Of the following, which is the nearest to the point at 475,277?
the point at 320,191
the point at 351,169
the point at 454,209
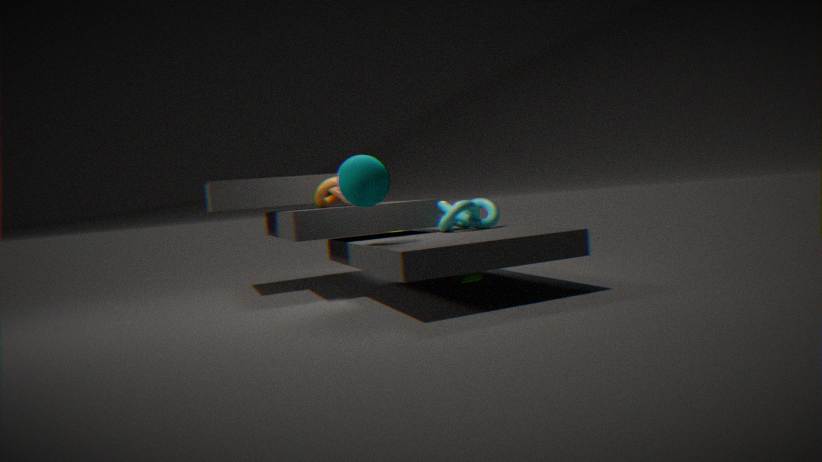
the point at 454,209
